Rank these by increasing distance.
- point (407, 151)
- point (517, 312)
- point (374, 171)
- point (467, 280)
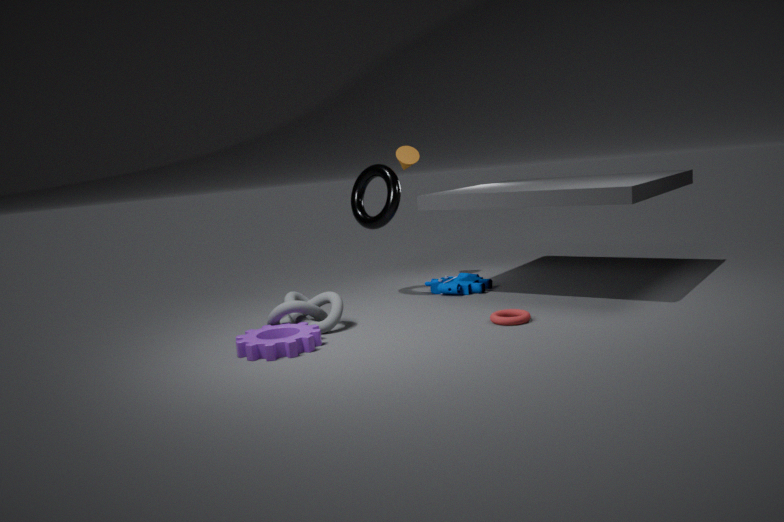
1. point (517, 312)
2. point (374, 171)
3. point (467, 280)
4. point (407, 151)
